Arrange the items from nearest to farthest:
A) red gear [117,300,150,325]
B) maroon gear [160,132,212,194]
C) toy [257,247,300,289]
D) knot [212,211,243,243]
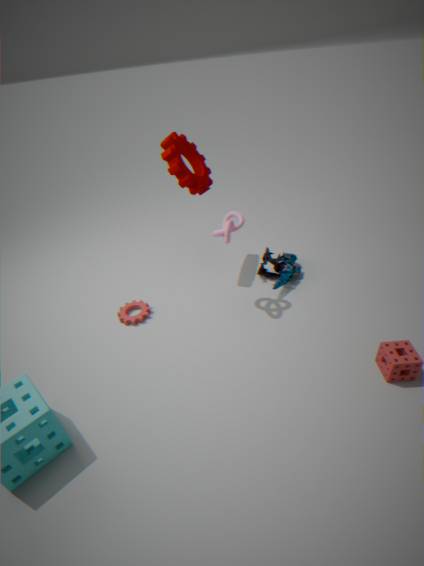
knot [212,211,243,243]
maroon gear [160,132,212,194]
red gear [117,300,150,325]
toy [257,247,300,289]
